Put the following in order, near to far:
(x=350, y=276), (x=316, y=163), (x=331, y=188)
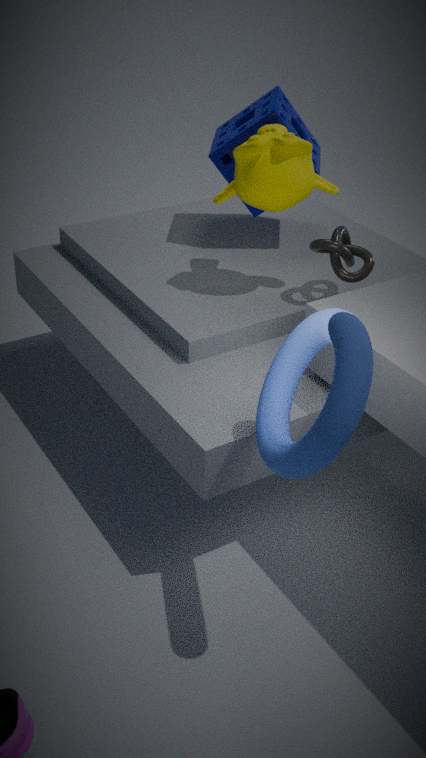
(x=350, y=276)
(x=331, y=188)
(x=316, y=163)
